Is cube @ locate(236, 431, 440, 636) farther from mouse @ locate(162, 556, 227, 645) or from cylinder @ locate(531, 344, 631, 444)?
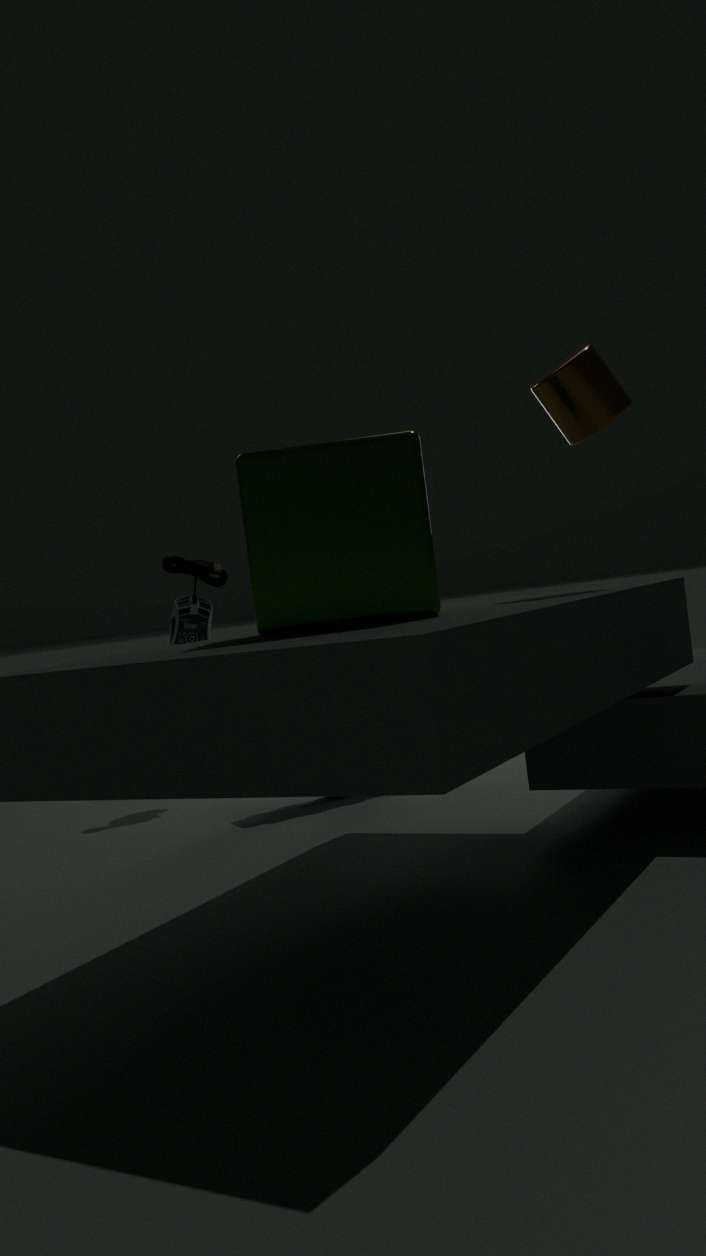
mouse @ locate(162, 556, 227, 645)
